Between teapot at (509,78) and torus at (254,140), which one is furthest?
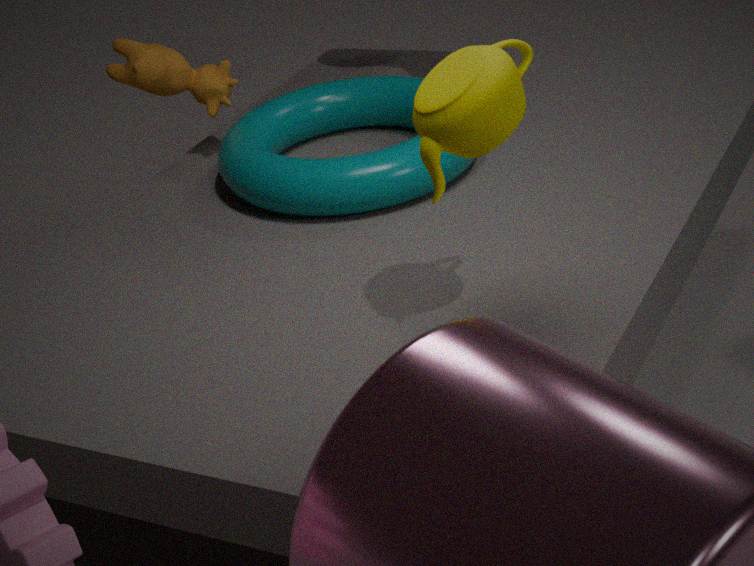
torus at (254,140)
